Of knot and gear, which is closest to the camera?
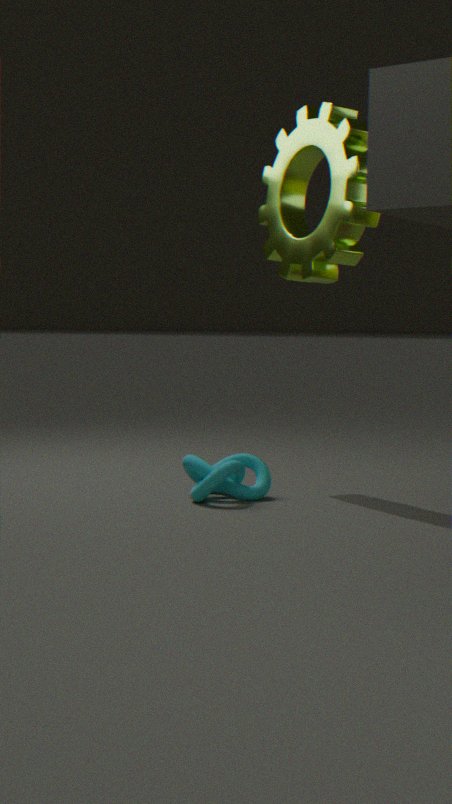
knot
